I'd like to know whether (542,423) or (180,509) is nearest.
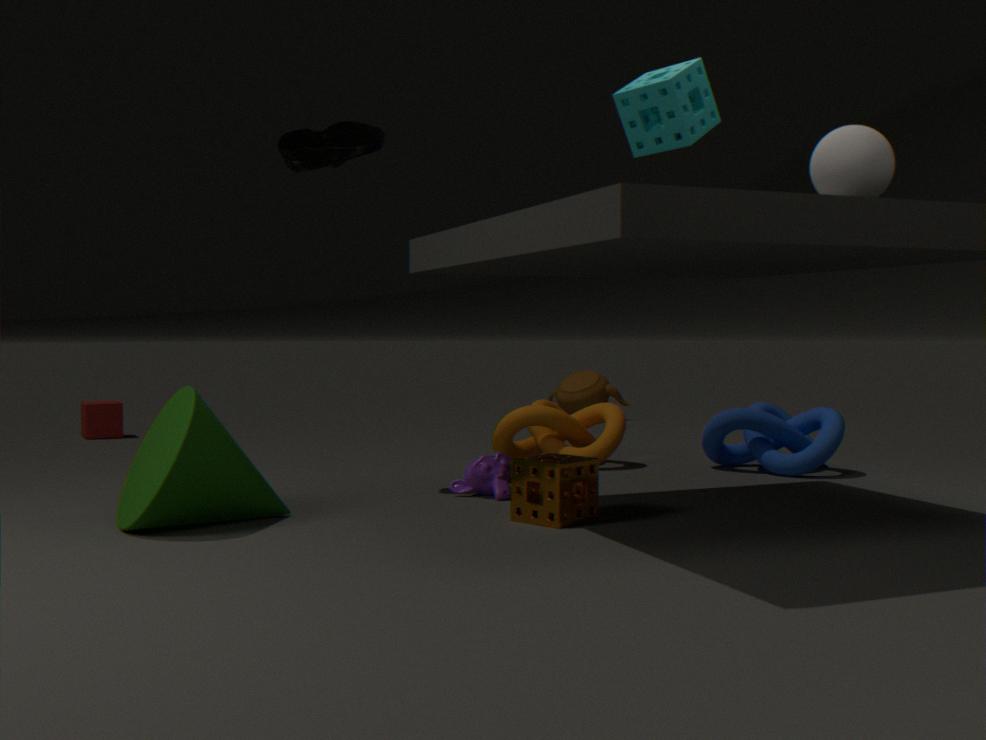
(180,509)
